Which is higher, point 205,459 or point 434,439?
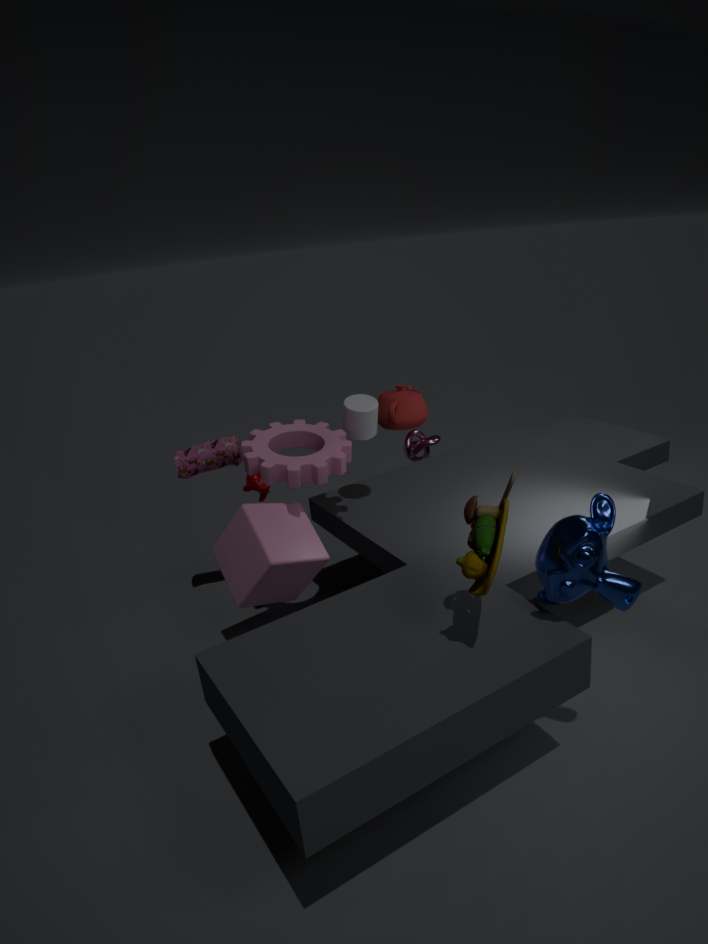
point 205,459
